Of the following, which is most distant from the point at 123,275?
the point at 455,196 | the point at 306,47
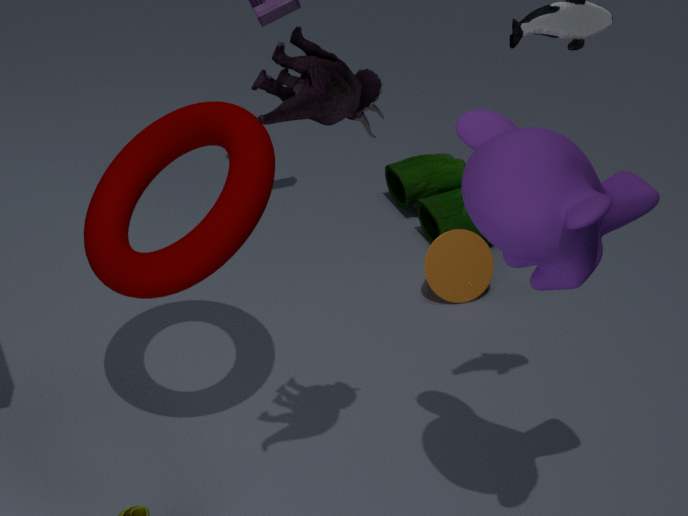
the point at 455,196
